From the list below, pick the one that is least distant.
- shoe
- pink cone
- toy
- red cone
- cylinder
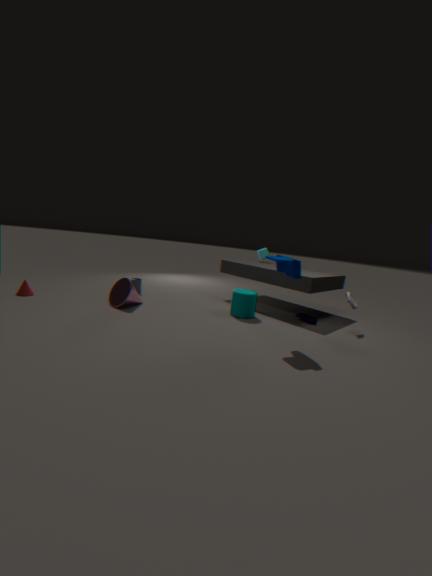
toy
